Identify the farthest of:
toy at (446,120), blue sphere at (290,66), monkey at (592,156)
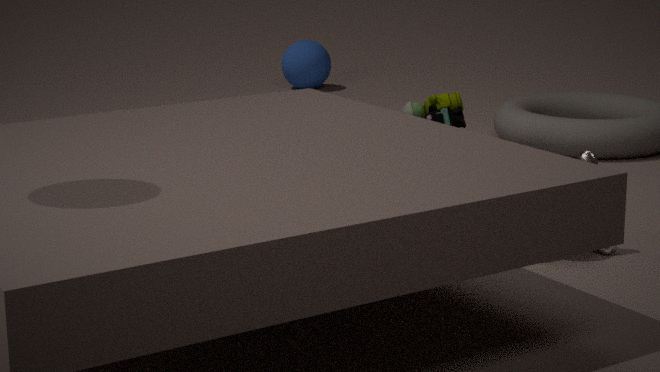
blue sphere at (290,66)
